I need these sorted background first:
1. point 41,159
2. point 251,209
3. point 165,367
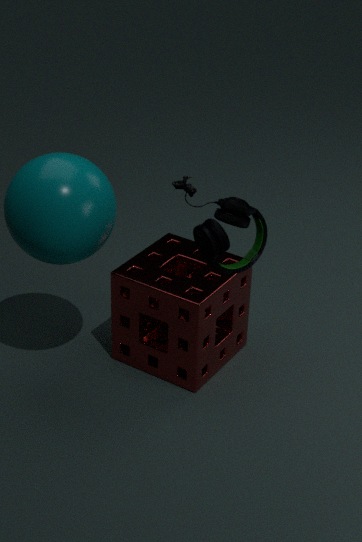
point 165,367 < point 41,159 < point 251,209
